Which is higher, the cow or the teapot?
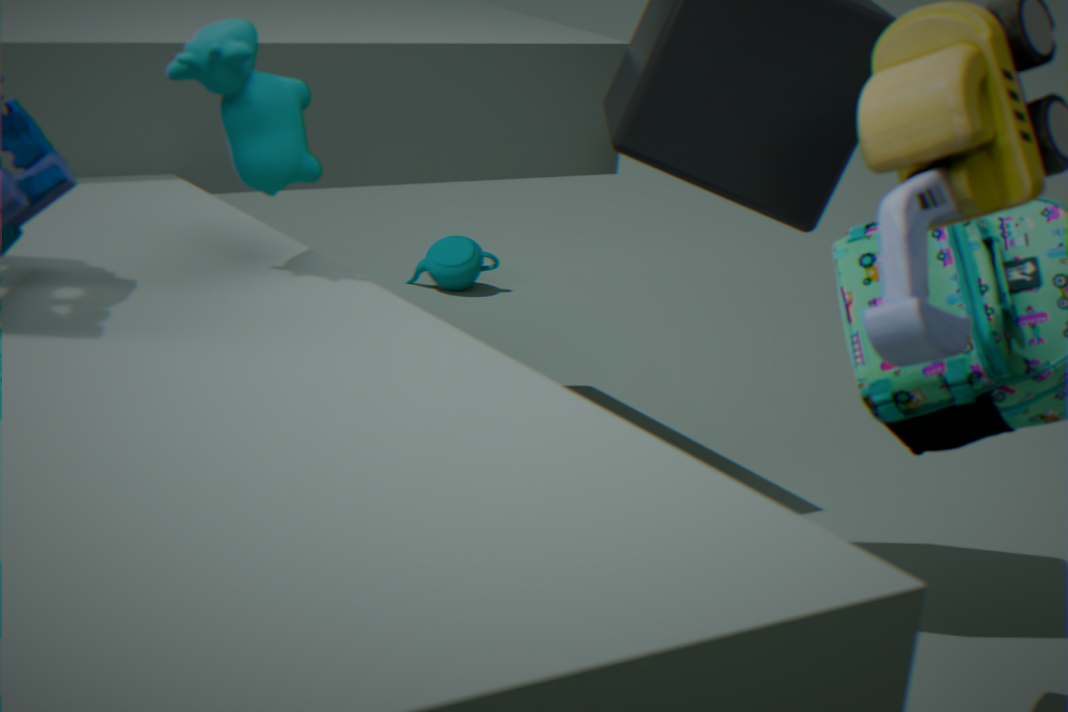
the cow
